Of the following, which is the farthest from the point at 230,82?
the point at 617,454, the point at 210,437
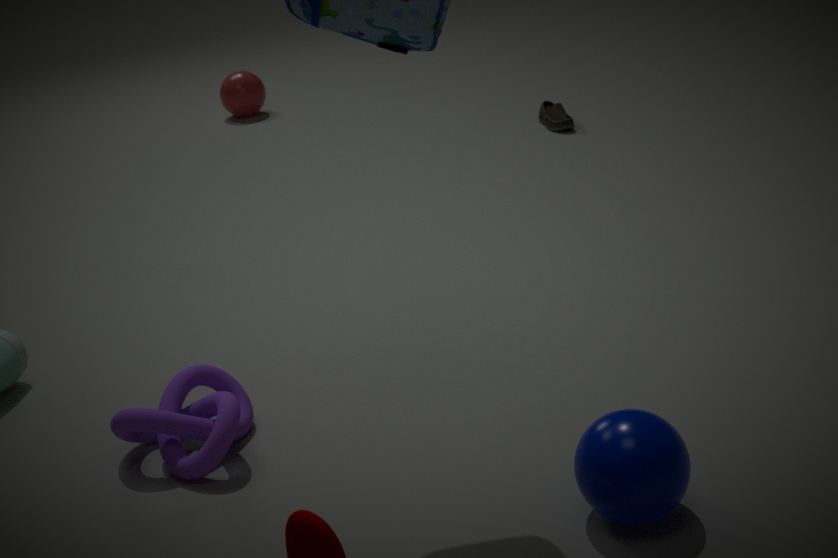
the point at 617,454
